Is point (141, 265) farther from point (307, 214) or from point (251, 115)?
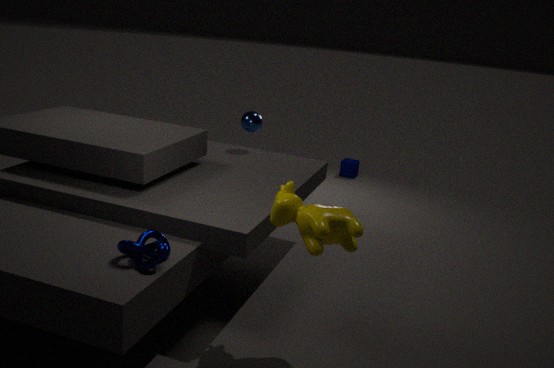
point (251, 115)
